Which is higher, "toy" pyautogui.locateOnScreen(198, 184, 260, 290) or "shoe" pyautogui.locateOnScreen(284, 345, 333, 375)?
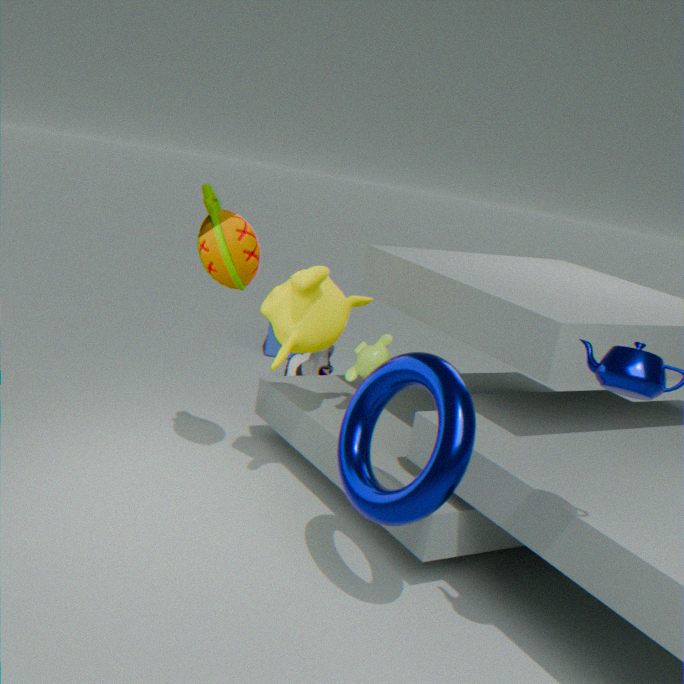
"toy" pyautogui.locateOnScreen(198, 184, 260, 290)
